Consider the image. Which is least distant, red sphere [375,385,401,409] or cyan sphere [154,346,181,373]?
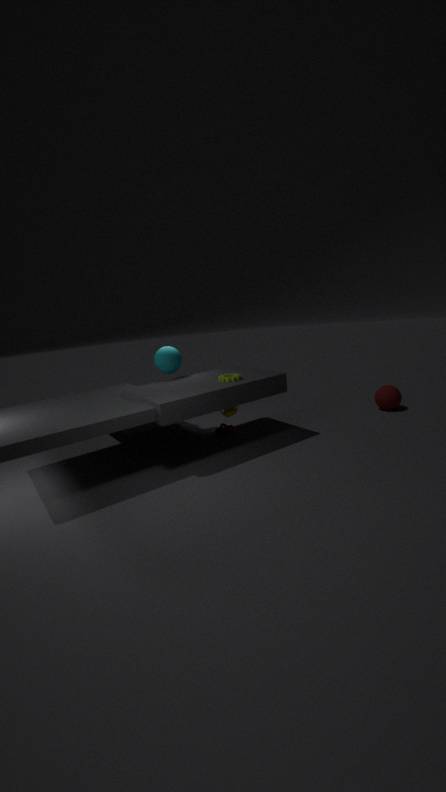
cyan sphere [154,346,181,373]
